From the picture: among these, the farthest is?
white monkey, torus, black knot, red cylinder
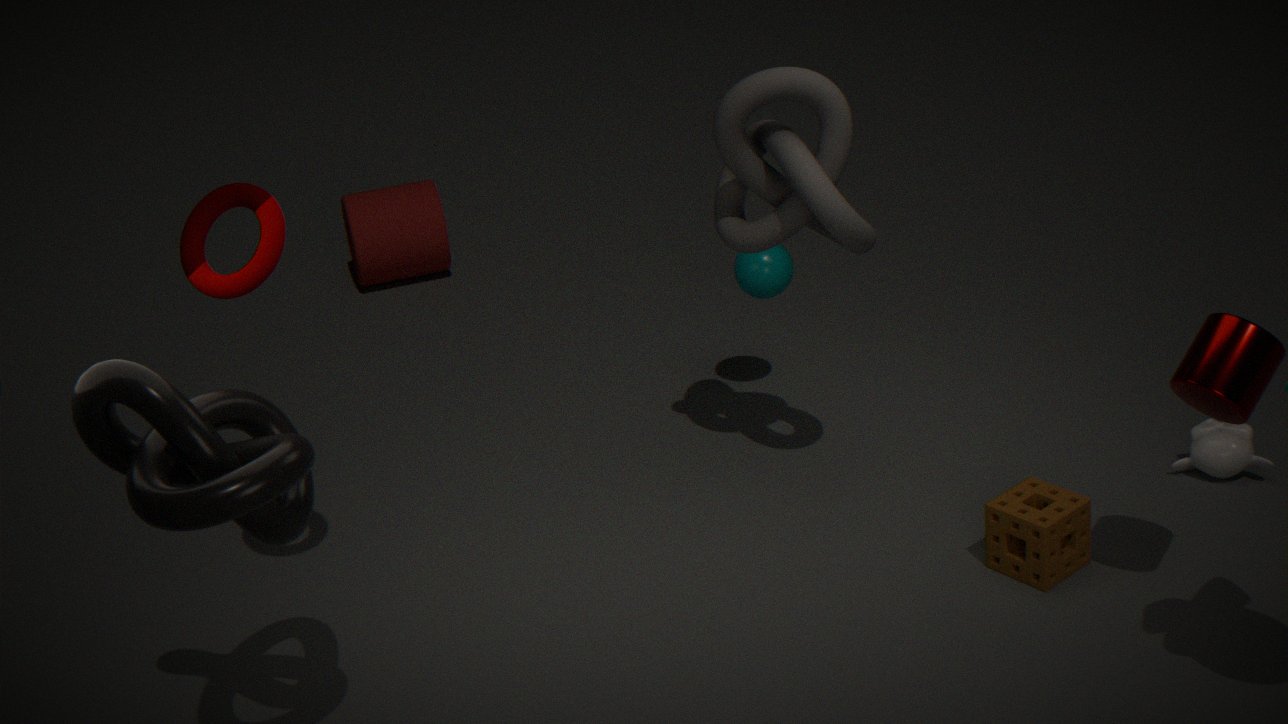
red cylinder
